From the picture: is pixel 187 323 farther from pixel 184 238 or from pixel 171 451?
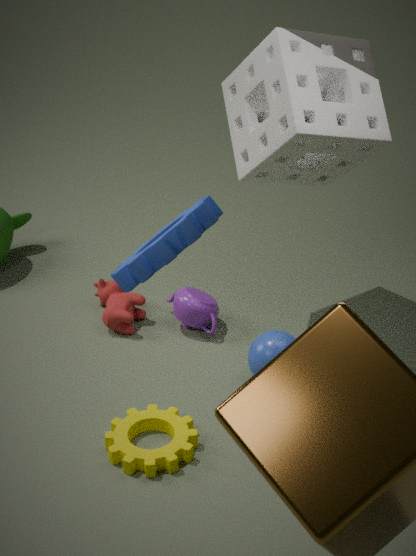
pixel 184 238
